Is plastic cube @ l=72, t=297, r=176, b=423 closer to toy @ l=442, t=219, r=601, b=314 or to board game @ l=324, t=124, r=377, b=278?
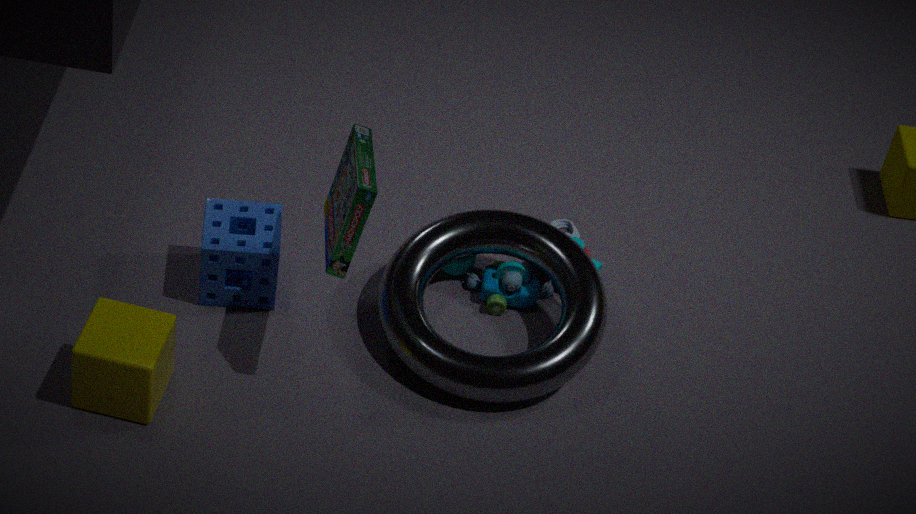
board game @ l=324, t=124, r=377, b=278
